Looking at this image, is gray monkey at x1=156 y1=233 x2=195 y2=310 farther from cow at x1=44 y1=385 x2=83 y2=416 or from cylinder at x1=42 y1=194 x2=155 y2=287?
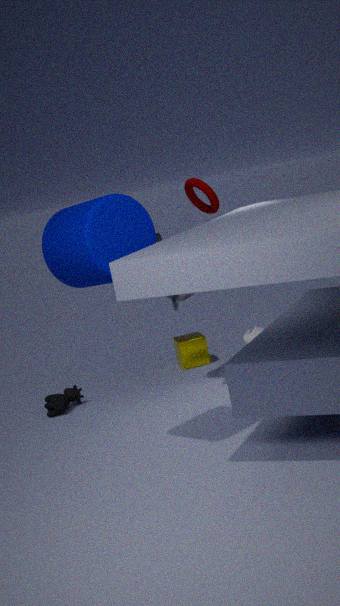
cow at x1=44 y1=385 x2=83 y2=416
